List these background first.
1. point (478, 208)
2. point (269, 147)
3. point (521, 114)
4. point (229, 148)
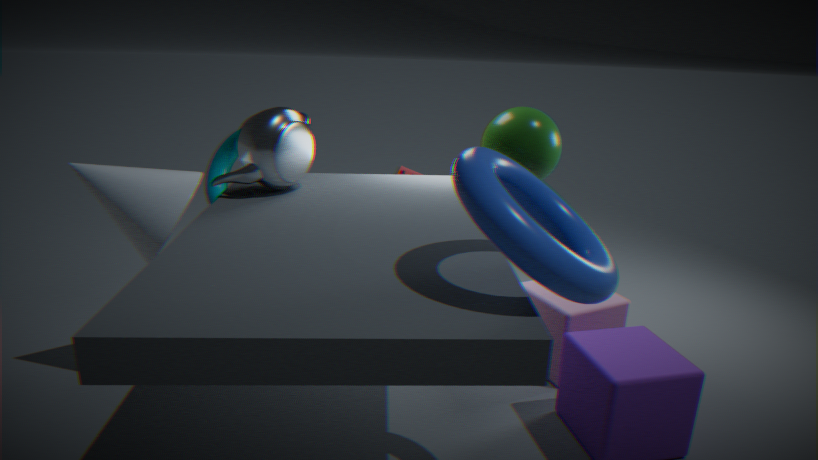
point (229, 148) < point (521, 114) < point (269, 147) < point (478, 208)
